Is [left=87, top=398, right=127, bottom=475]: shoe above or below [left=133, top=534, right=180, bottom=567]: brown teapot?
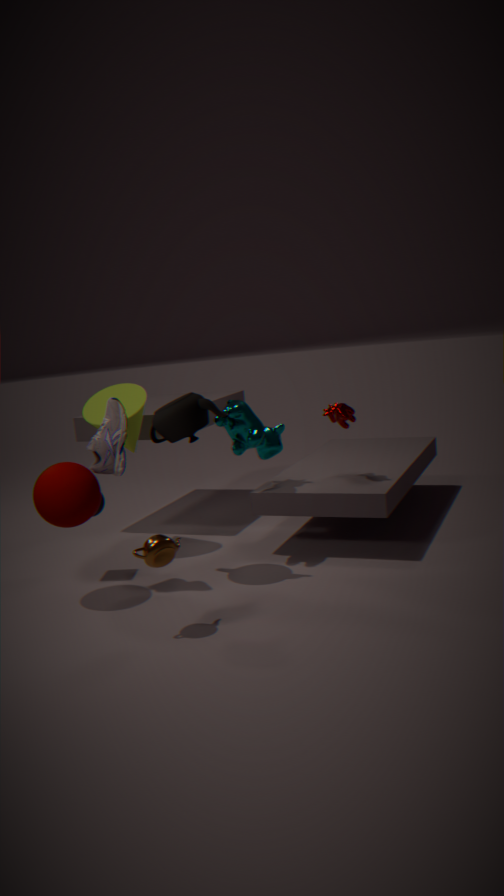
above
